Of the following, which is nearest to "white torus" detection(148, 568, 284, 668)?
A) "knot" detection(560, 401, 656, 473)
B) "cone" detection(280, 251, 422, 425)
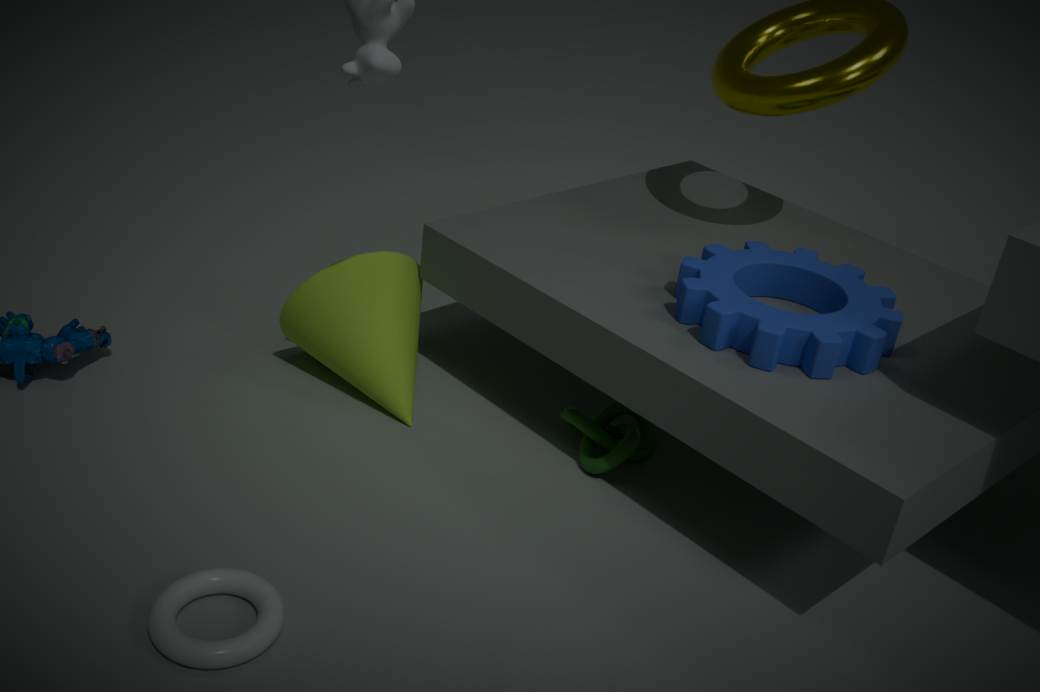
"cone" detection(280, 251, 422, 425)
